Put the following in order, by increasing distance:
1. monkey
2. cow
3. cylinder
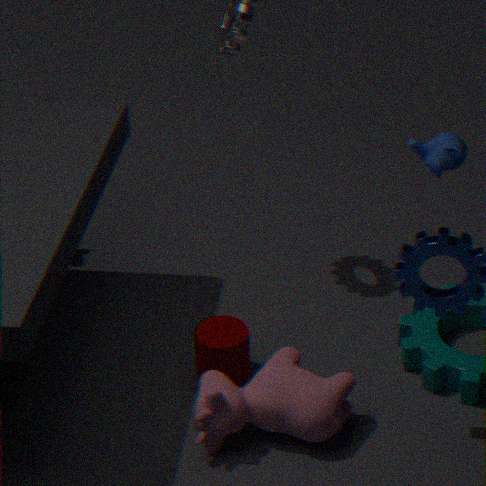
cow
cylinder
monkey
